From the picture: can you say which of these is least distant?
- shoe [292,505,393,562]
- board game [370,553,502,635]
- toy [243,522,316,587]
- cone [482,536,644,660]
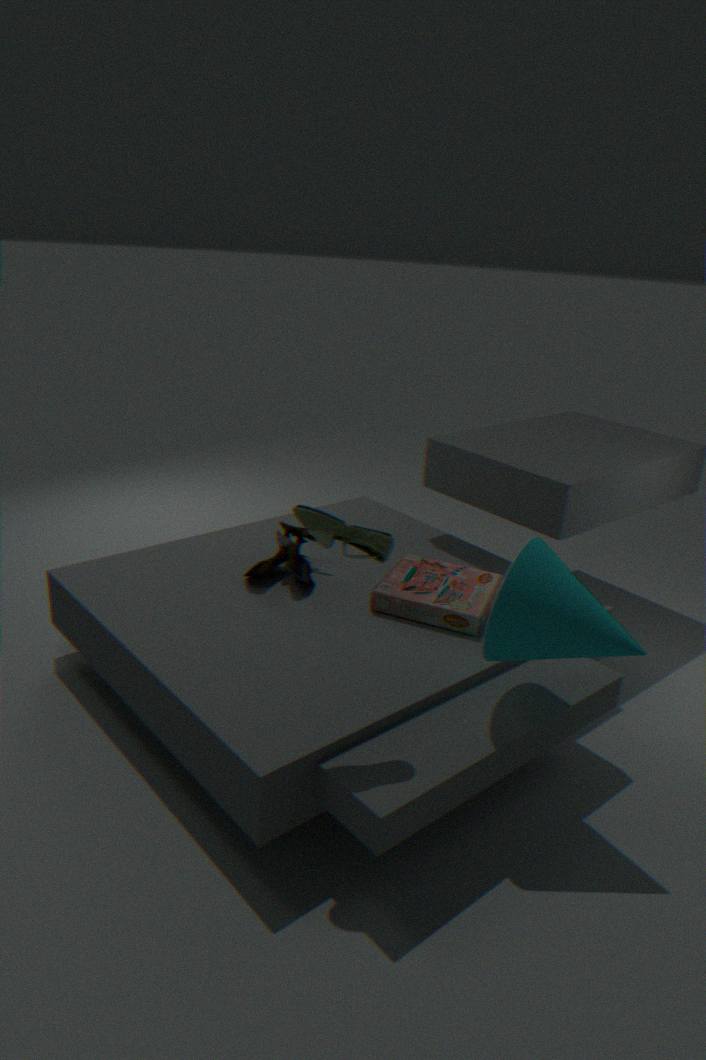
shoe [292,505,393,562]
